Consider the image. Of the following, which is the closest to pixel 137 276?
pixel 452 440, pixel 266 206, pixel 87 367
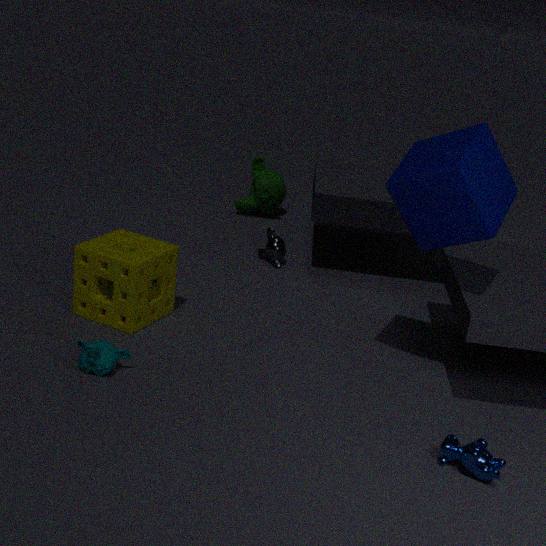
pixel 87 367
